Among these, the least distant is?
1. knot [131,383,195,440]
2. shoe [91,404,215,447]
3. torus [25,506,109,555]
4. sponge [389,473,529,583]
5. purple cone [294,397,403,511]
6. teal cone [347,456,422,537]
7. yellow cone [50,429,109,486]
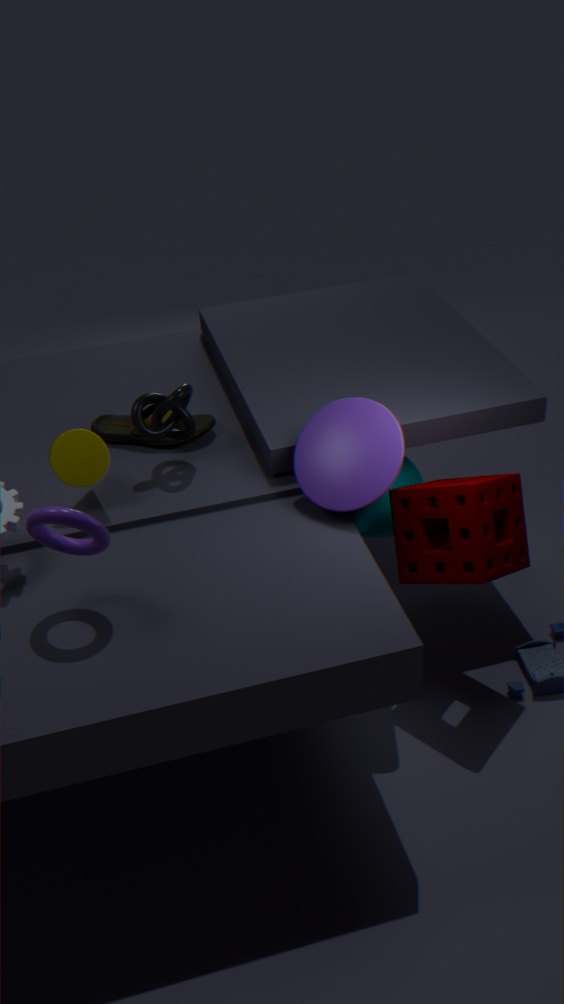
torus [25,506,109,555]
